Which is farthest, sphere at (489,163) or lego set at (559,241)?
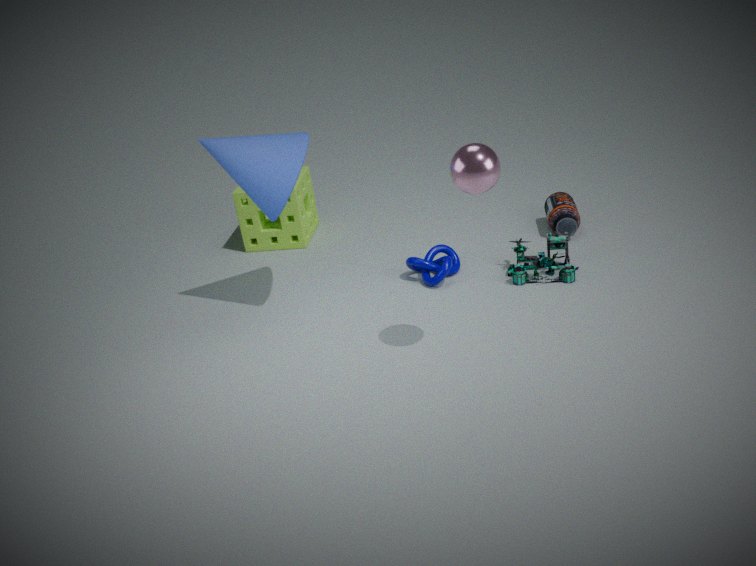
lego set at (559,241)
